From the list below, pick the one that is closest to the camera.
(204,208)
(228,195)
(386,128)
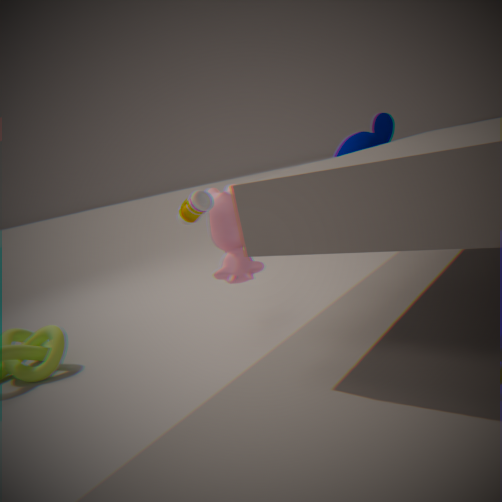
(204,208)
